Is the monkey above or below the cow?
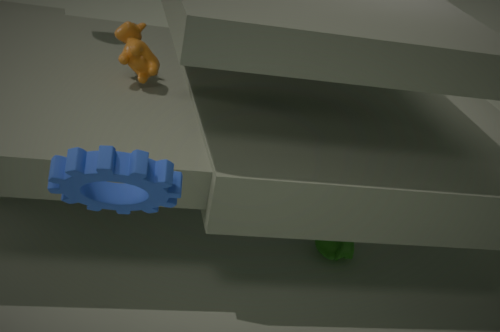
below
